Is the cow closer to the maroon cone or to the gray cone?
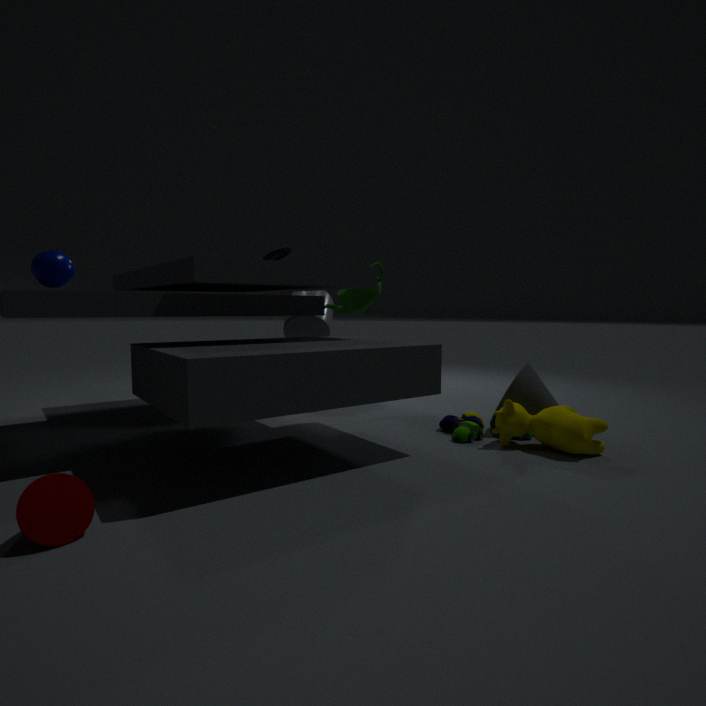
the gray cone
